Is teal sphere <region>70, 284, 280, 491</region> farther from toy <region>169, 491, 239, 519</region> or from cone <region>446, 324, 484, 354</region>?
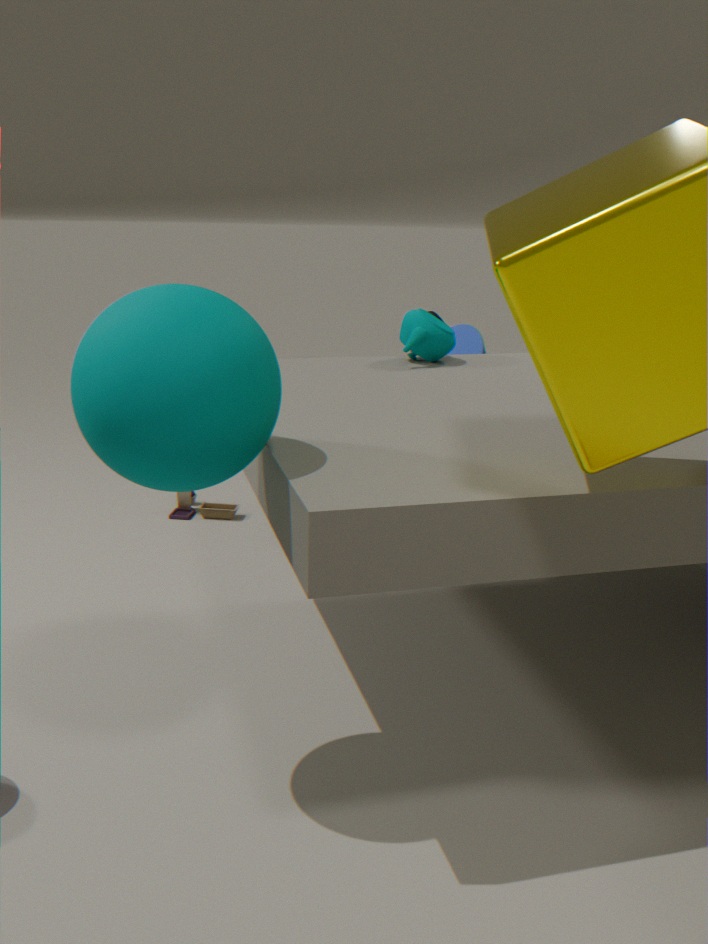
toy <region>169, 491, 239, 519</region>
